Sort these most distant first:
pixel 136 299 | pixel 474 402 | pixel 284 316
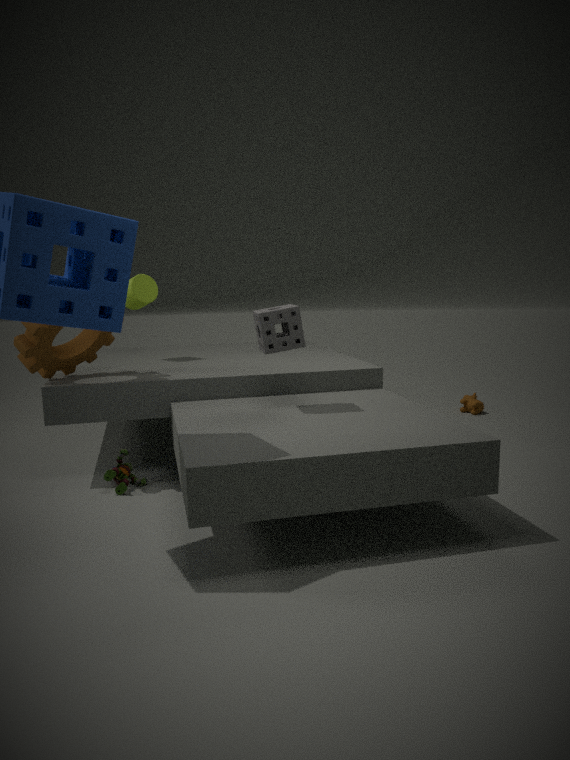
pixel 474 402 < pixel 136 299 < pixel 284 316
